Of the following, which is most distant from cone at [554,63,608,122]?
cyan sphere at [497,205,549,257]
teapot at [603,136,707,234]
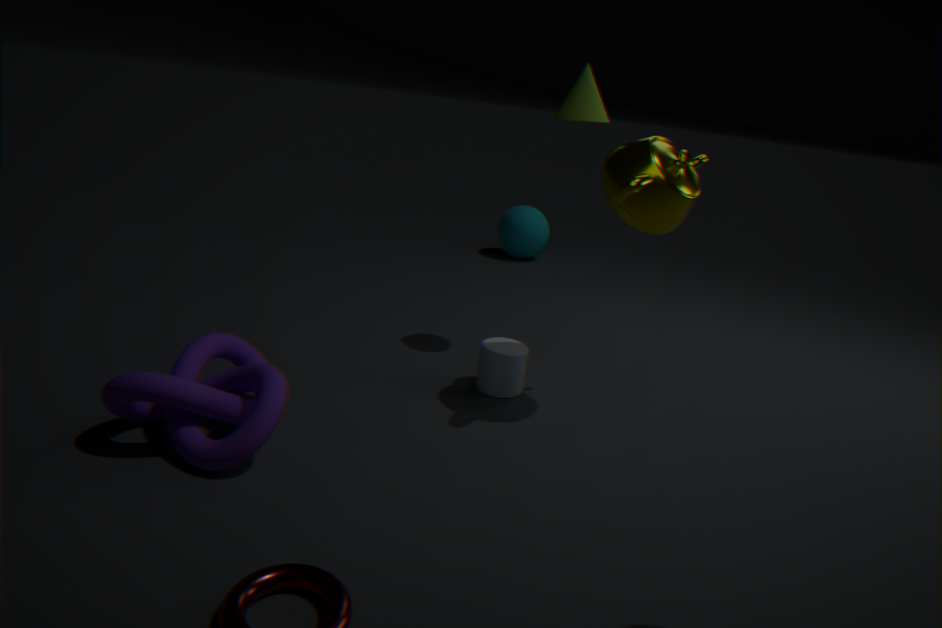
cyan sphere at [497,205,549,257]
